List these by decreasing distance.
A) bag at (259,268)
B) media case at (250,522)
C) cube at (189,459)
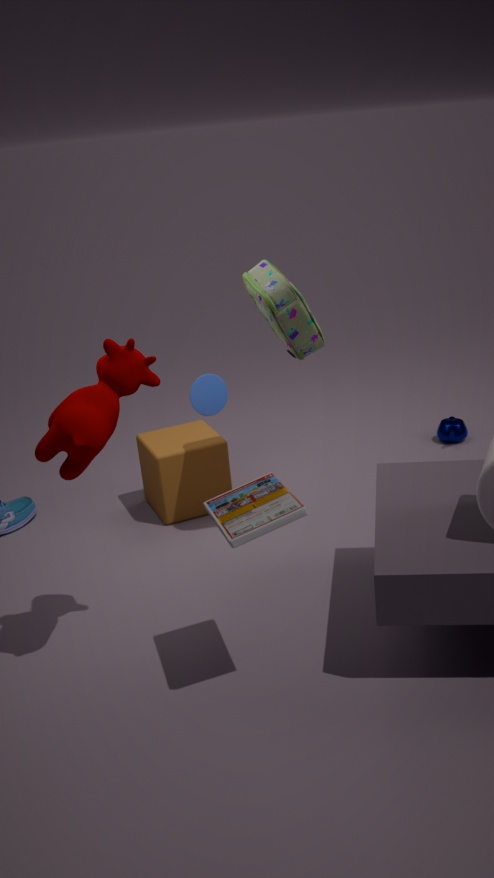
cube at (189,459) → bag at (259,268) → media case at (250,522)
